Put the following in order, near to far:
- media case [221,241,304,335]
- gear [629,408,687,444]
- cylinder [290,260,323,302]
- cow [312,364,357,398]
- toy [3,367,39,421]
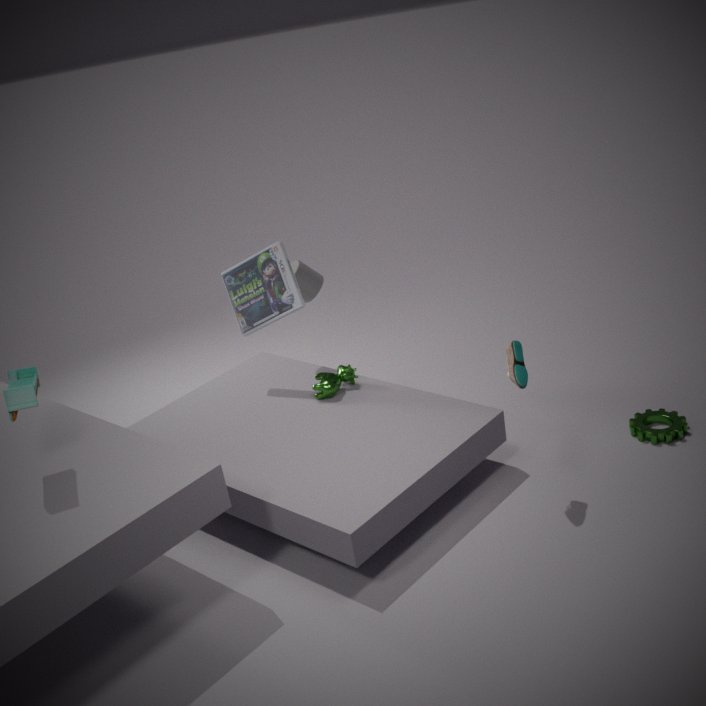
toy [3,367,39,421] < gear [629,408,687,444] < cow [312,364,357,398] < media case [221,241,304,335] < cylinder [290,260,323,302]
